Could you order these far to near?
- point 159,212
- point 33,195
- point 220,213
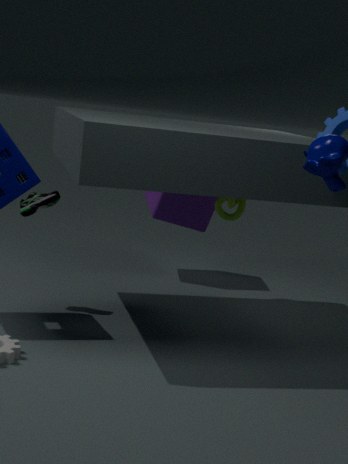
point 159,212 → point 220,213 → point 33,195
